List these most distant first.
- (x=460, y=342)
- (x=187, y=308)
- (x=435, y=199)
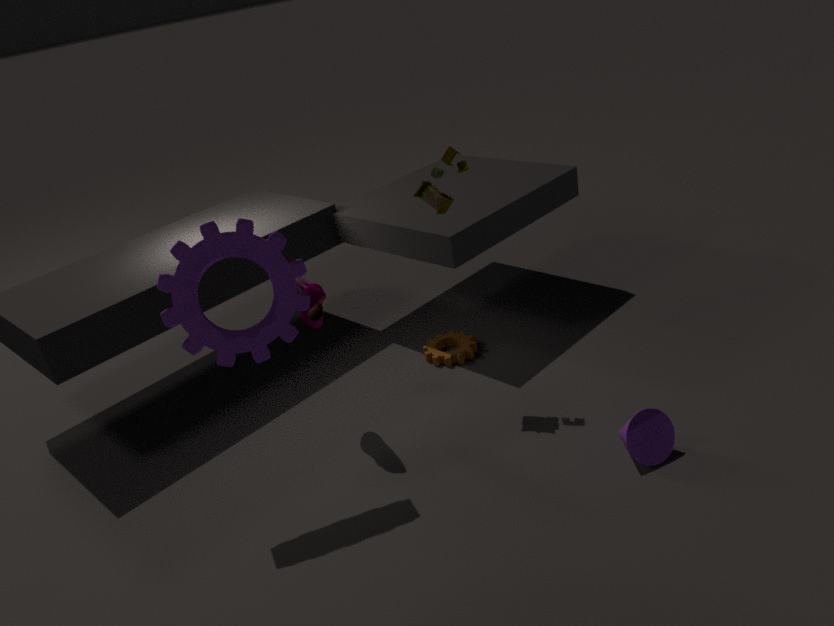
(x=460, y=342)
(x=435, y=199)
(x=187, y=308)
